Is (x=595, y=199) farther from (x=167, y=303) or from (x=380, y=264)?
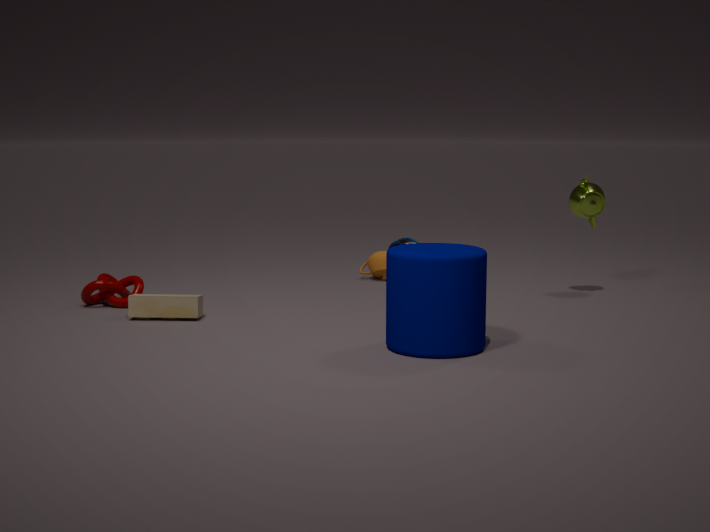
(x=167, y=303)
